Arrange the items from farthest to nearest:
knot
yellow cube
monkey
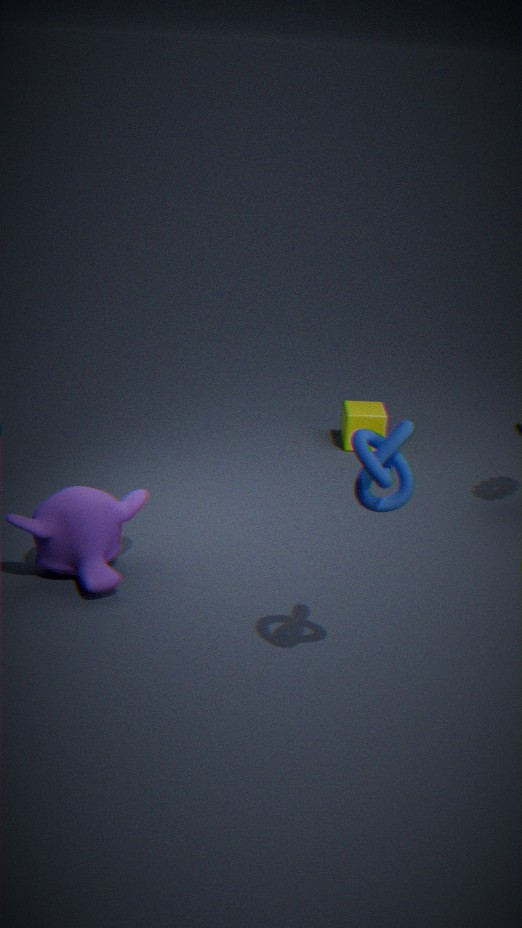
1. yellow cube
2. monkey
3. knot
